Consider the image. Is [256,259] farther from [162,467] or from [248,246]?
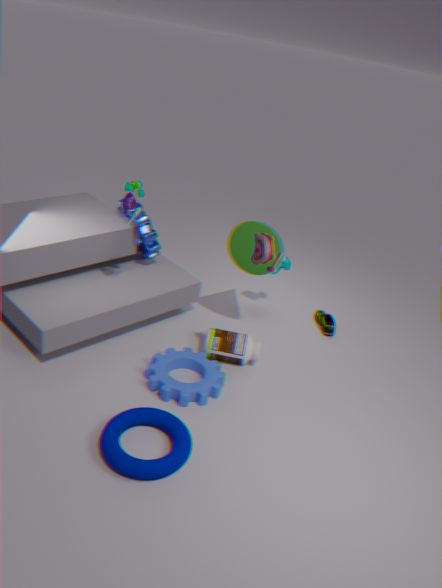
[162,467]
